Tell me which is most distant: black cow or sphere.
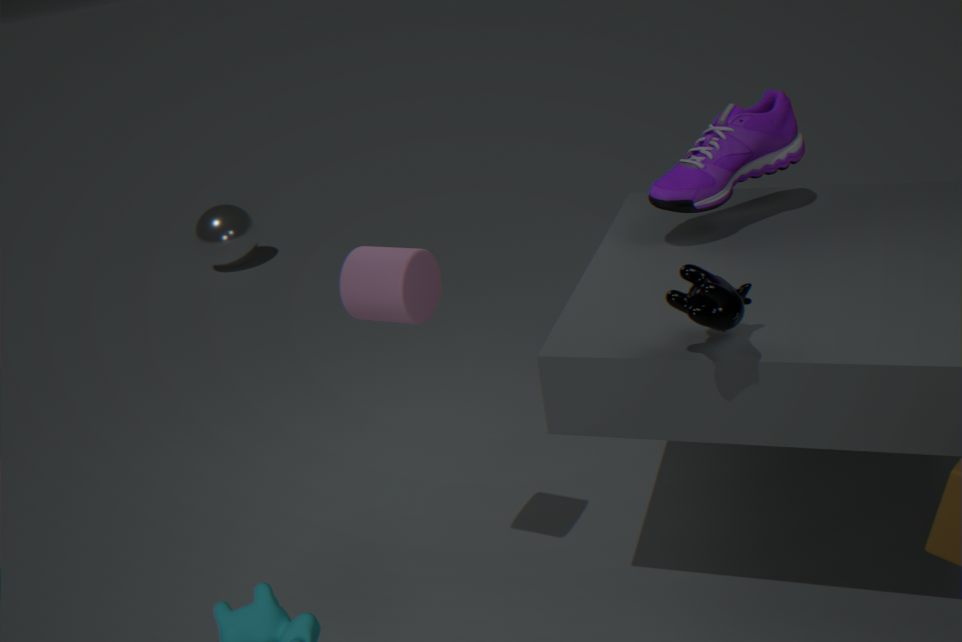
sphere
